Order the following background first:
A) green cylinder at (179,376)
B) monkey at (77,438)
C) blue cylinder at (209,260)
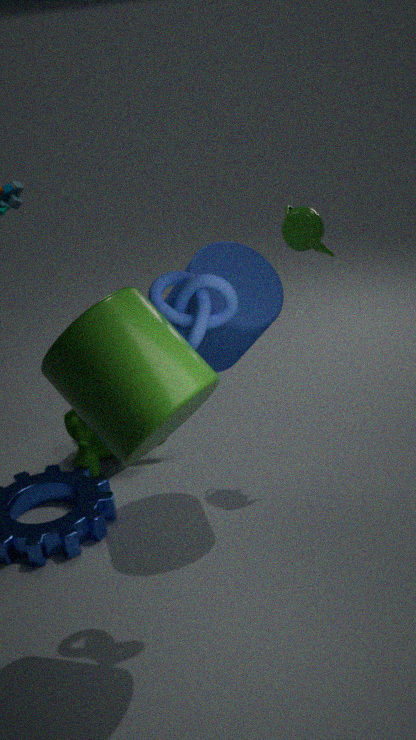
monkey at (77,438) → blue cylinder at (209,260) → green cylinder at (179,376)
